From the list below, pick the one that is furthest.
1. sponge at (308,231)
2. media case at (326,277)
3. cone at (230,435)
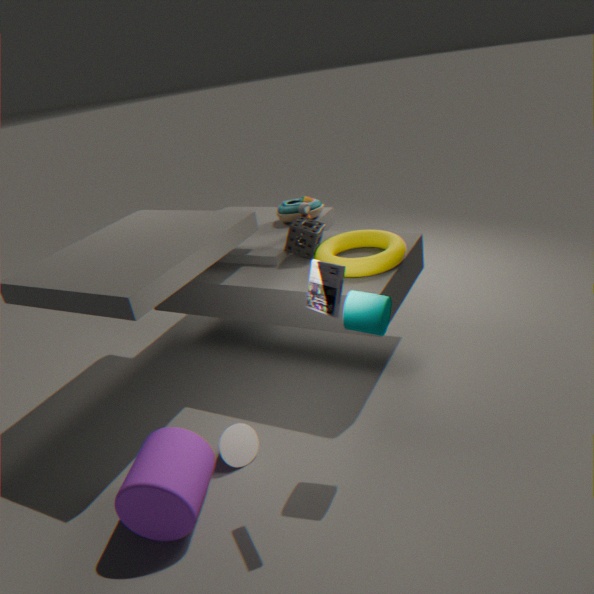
sponge at (308,231)
